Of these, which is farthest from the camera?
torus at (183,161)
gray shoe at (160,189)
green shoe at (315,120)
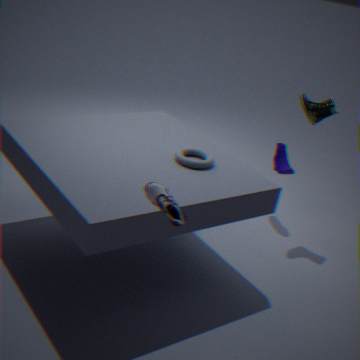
green shoe at (315,120)
